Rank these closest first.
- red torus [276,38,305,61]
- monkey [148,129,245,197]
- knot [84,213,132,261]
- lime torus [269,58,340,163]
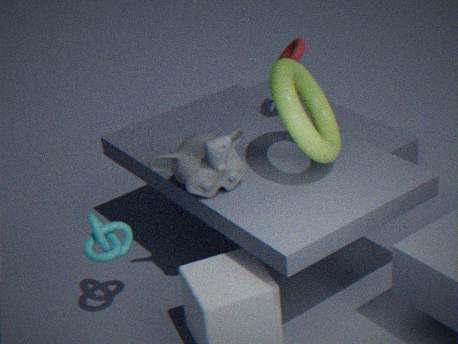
lime torus [269,58,340,163] → monkey [148,129,245,197] → knot [84,213,132,261] → red torus [276,38,305,61]
